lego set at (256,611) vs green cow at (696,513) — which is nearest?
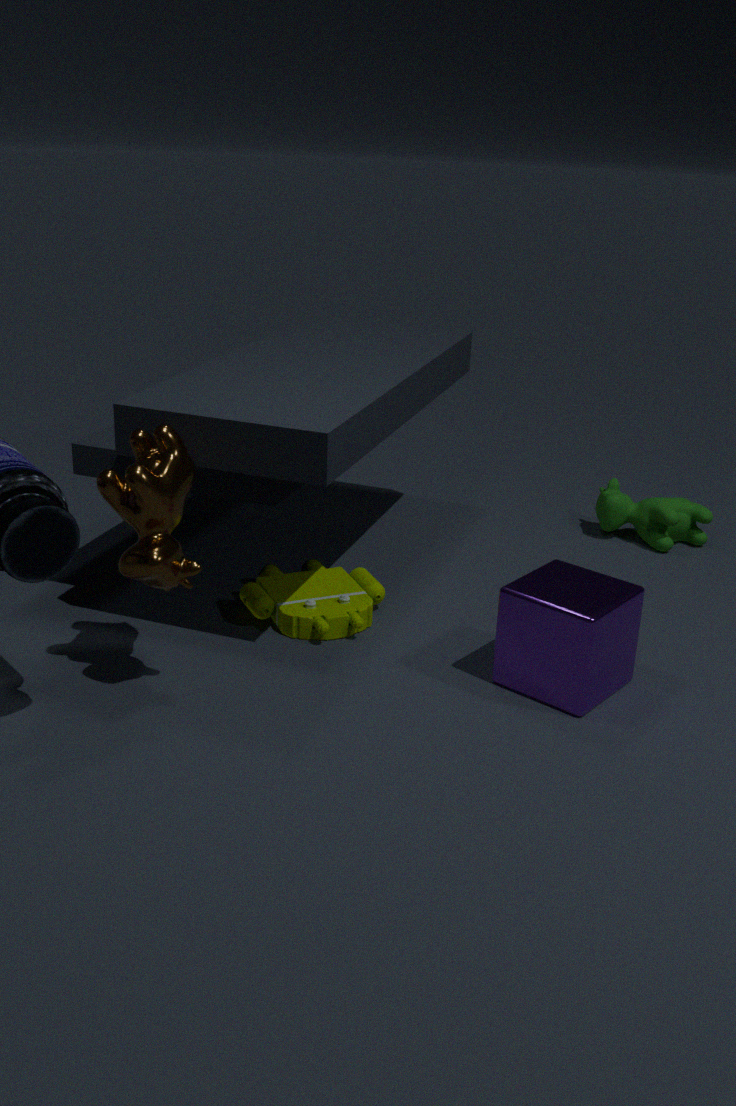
lego set at (256,611)
